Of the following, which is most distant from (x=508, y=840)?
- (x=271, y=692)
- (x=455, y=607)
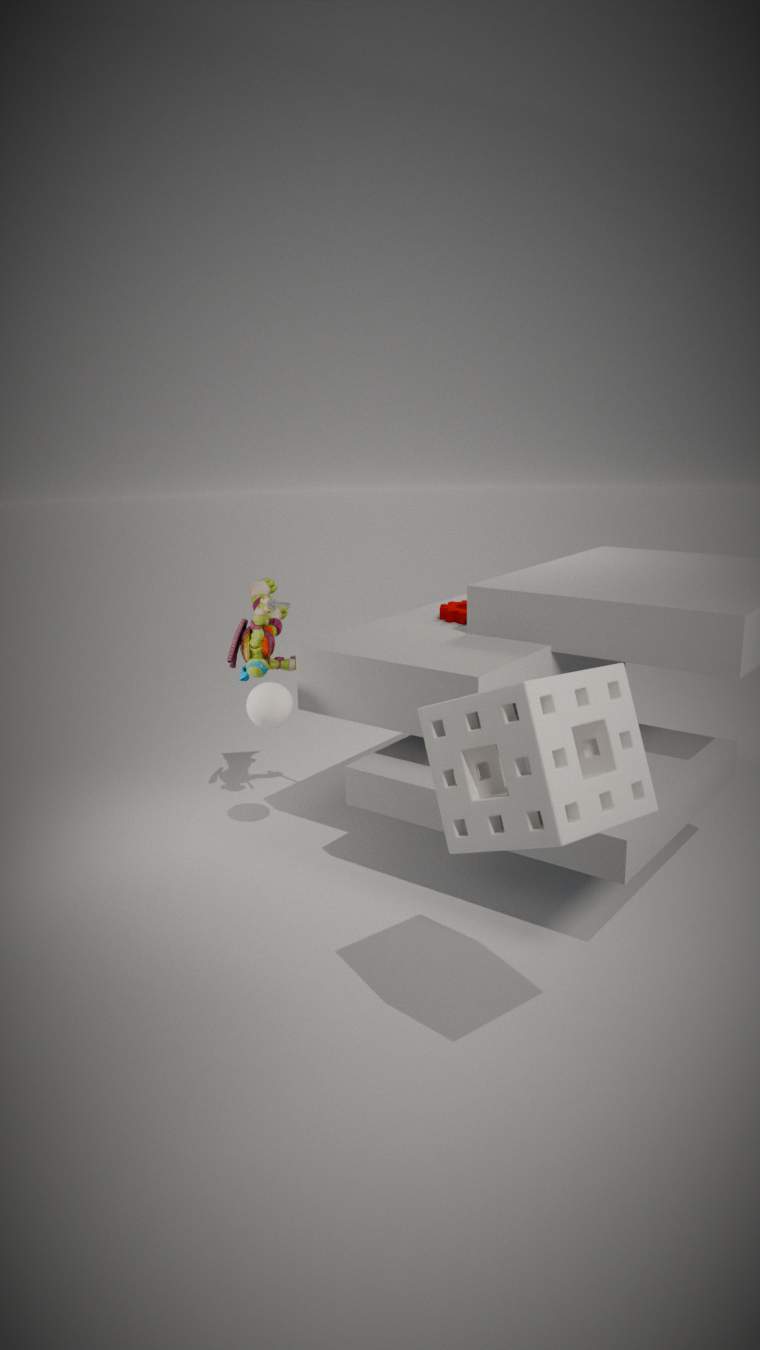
(x=455, y=607)
